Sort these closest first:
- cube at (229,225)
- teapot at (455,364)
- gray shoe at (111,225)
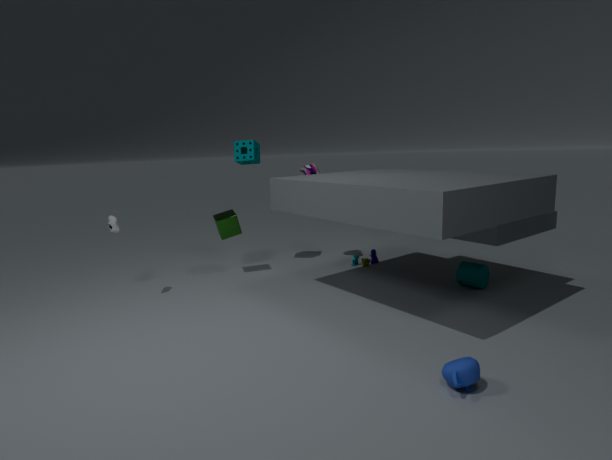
teapot at (455,364) → gray shoe at (111,225) → cube at (229,225)
